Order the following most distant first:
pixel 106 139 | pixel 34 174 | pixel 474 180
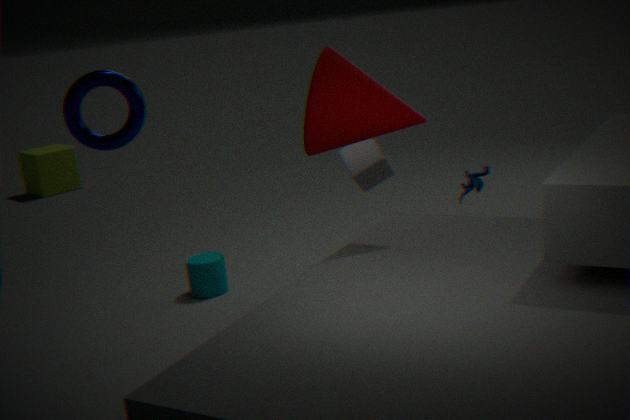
pixel 34 174, pixel 474 180, pixel 106 139
